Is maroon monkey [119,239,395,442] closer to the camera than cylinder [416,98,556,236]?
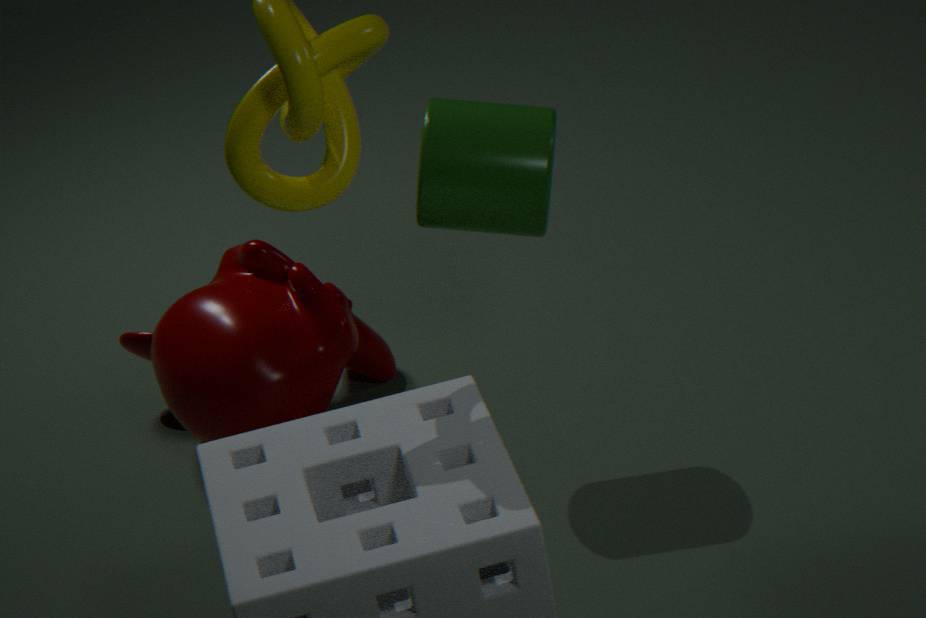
No
